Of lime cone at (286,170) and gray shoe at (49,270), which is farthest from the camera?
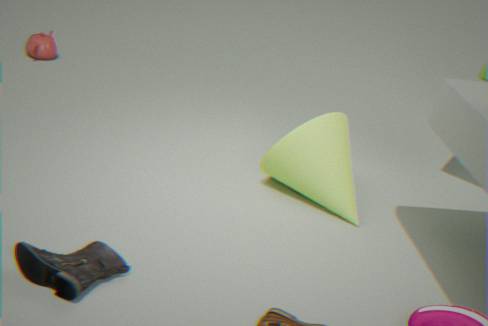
lime cone at (286,170)
